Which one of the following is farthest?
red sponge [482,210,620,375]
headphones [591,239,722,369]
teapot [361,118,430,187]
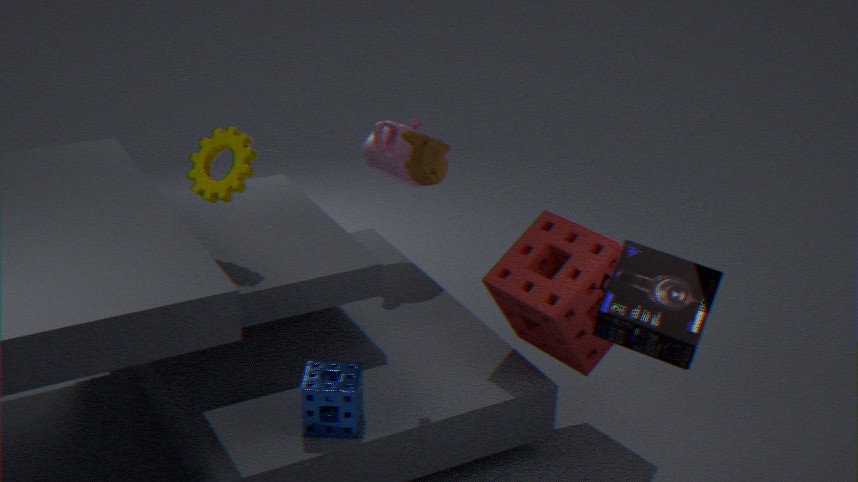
teapot [361,118,430,187]
